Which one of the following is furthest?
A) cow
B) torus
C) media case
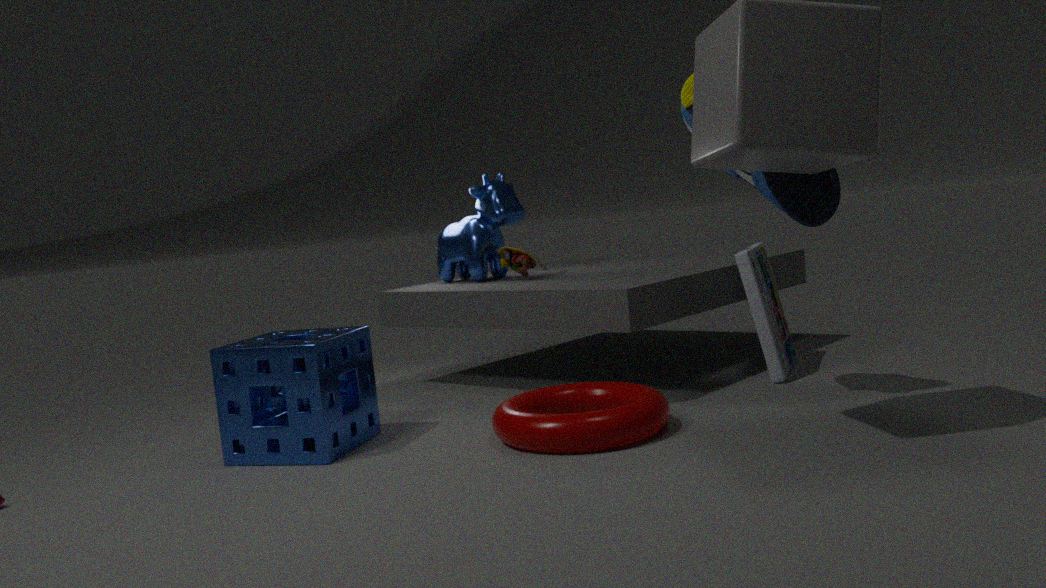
cow
